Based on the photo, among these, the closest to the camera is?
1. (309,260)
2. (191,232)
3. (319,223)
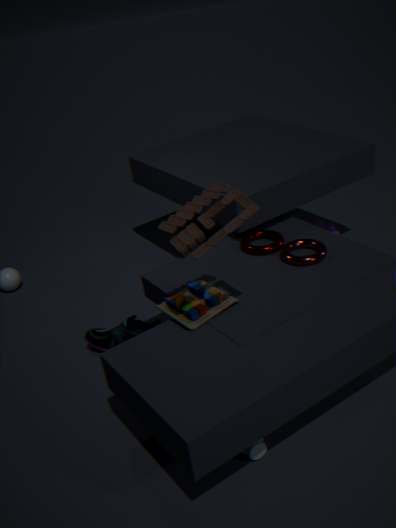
(191,232)
